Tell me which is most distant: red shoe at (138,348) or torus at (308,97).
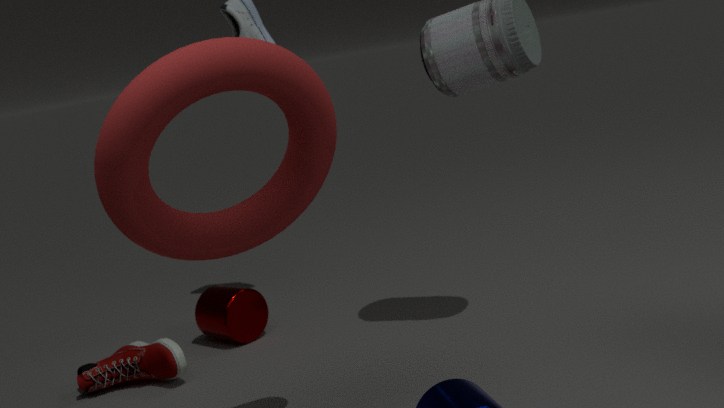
red shoe at (138,348)
